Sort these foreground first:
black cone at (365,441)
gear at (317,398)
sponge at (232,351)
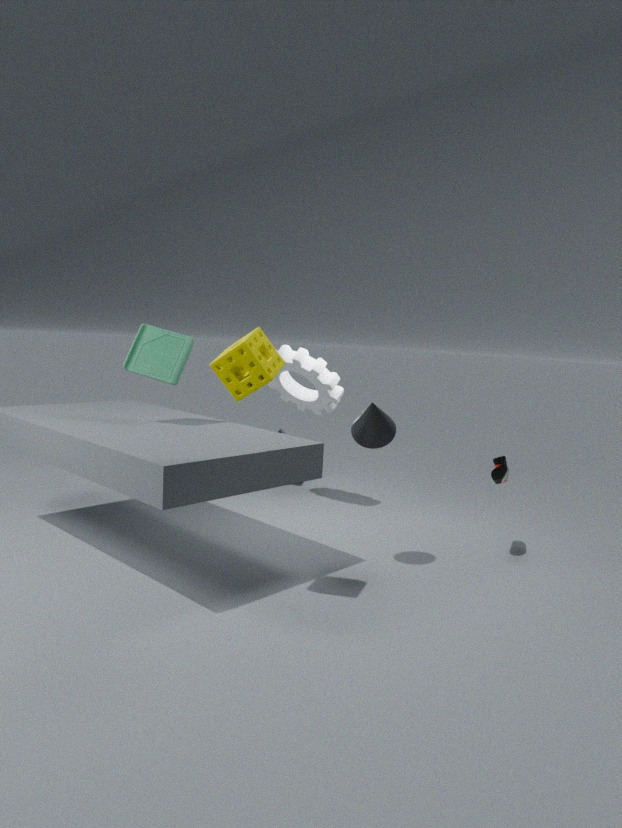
sponge at (232,351) < black cone at (365,441) < gear at (317,398)
